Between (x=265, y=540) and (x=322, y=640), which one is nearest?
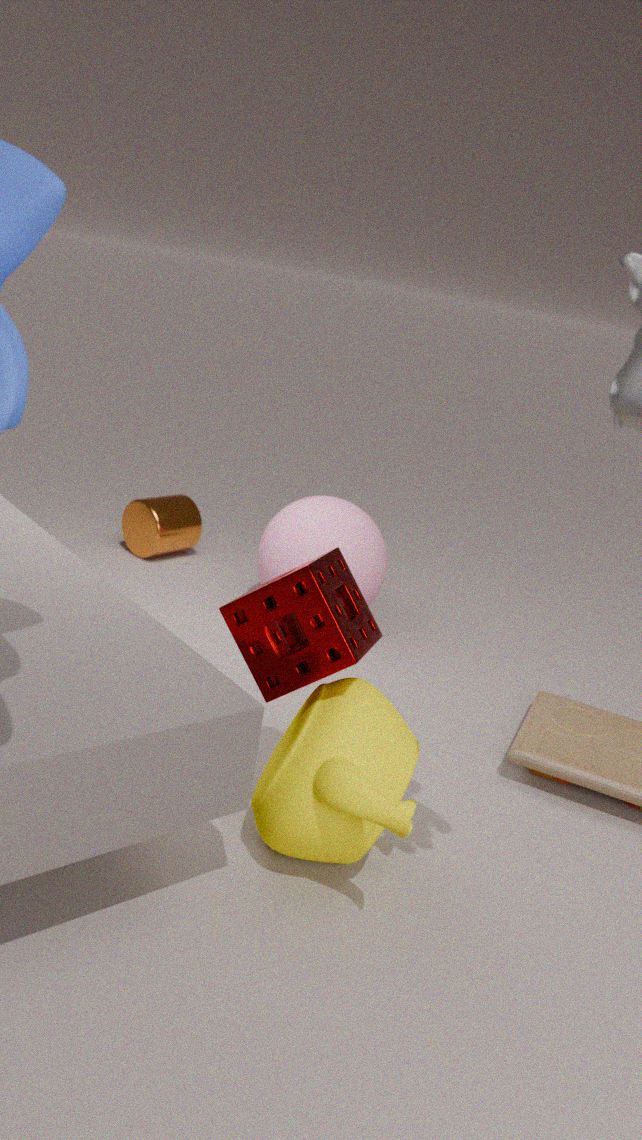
(x=322, y=640)
